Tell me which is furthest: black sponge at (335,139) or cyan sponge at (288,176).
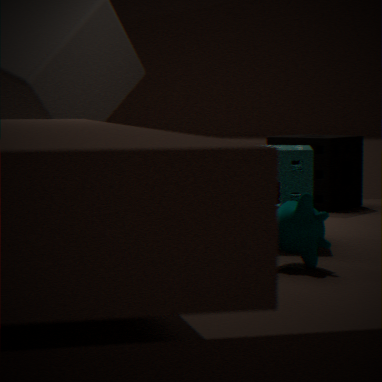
black sponge at (335,139)
